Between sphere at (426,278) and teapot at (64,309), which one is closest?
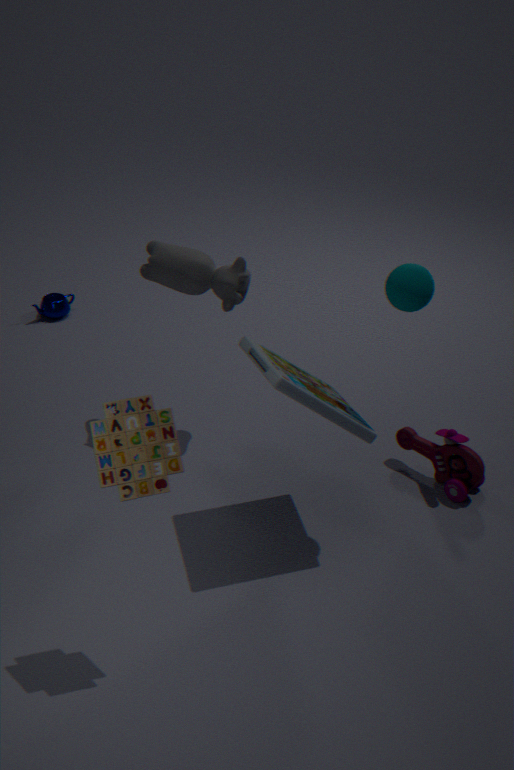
sphere at (426,278)
